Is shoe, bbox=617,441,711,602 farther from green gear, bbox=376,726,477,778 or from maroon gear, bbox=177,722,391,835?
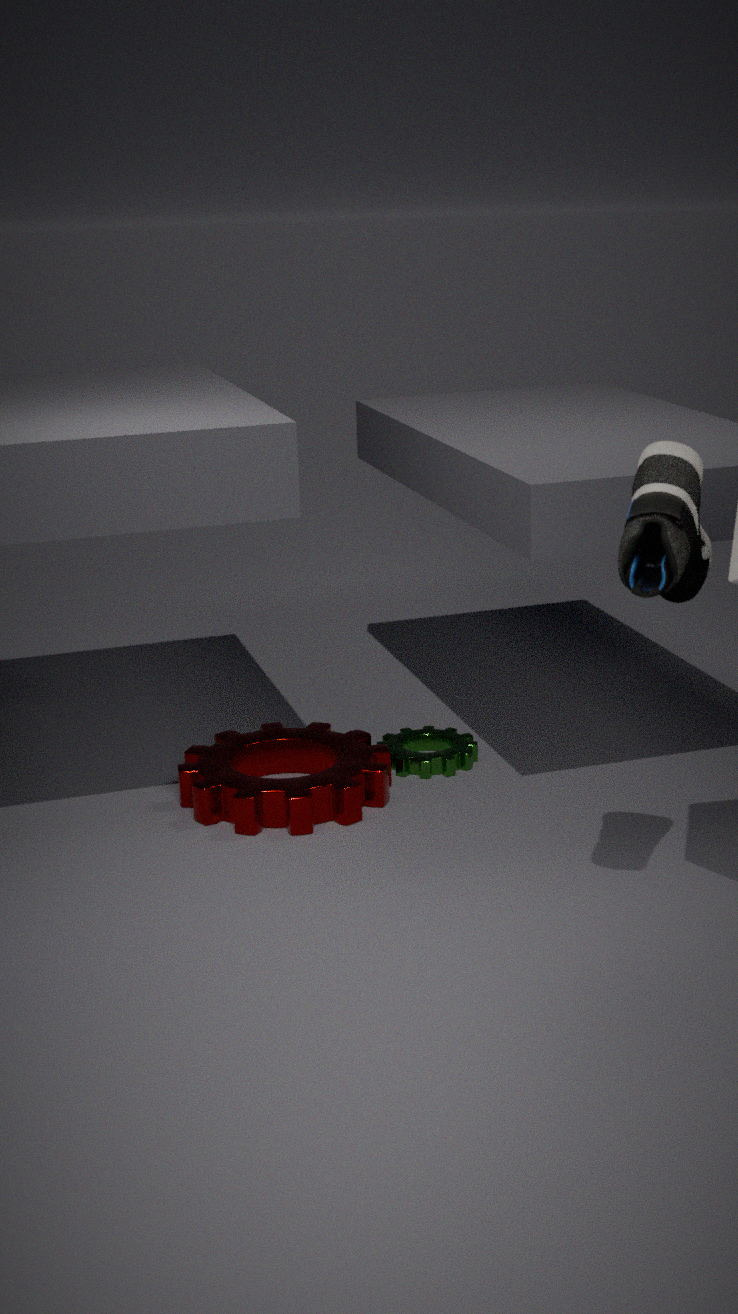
green gear, bbox=376,726,477,778
